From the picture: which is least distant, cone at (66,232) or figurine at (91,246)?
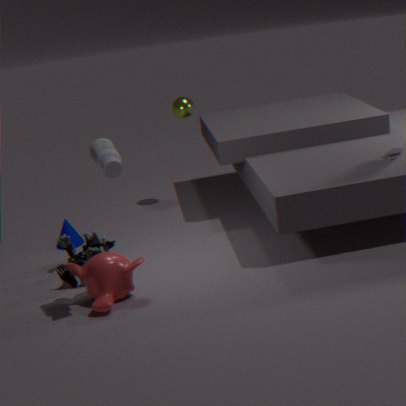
figurine at (91,246)
